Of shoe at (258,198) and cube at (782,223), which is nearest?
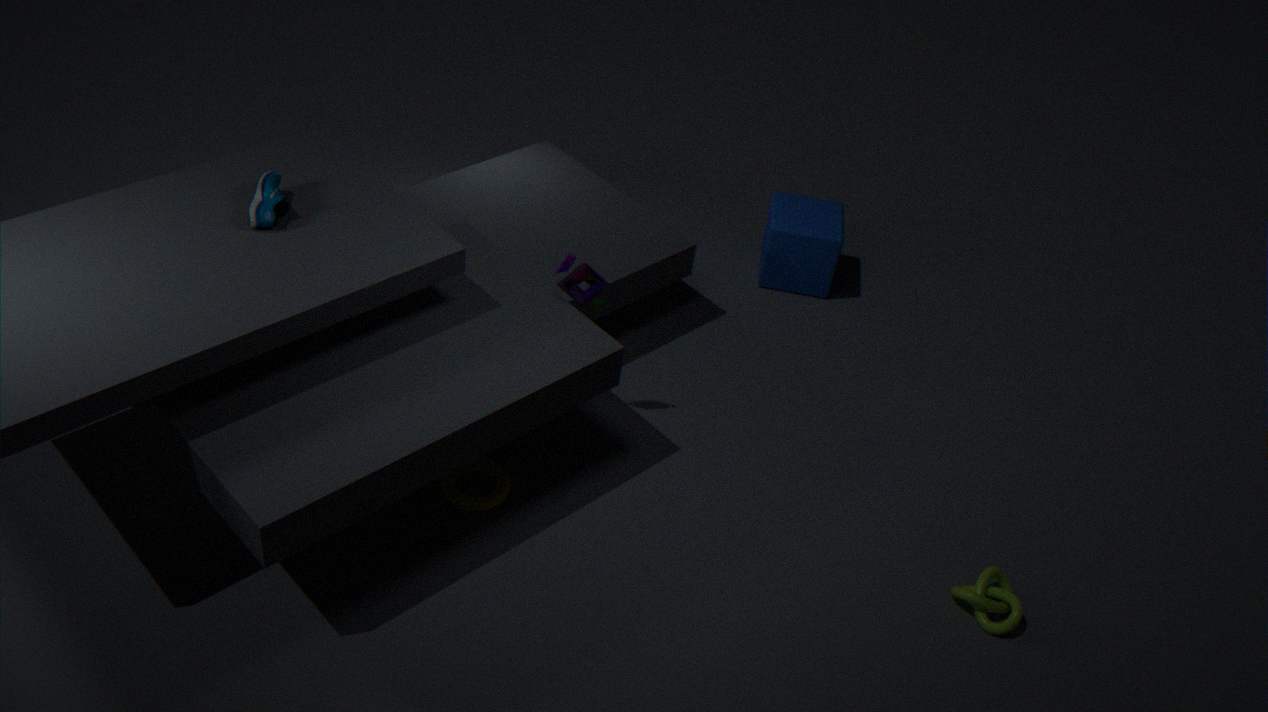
shoe at (258,198)
